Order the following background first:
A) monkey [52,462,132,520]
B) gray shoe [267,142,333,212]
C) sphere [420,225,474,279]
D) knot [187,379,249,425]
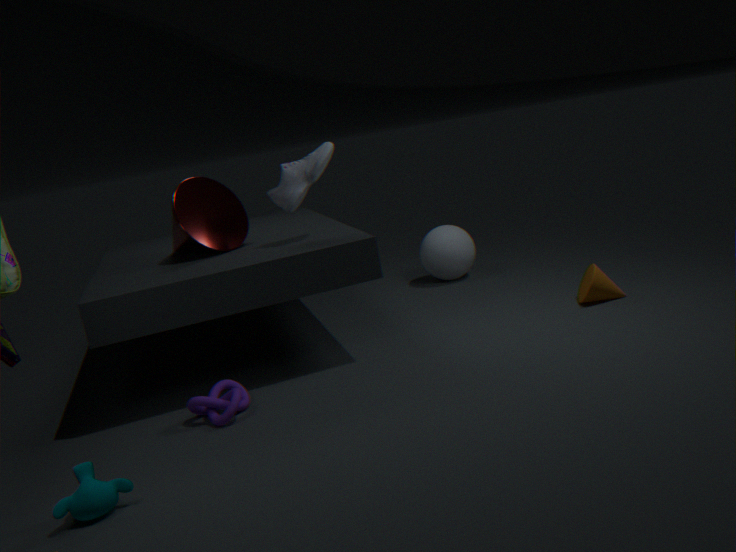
sphere [420,225,474,279], gray shoe [267,142,333,212], knot [187,379,249,425], monkey [52,462,132,520]
